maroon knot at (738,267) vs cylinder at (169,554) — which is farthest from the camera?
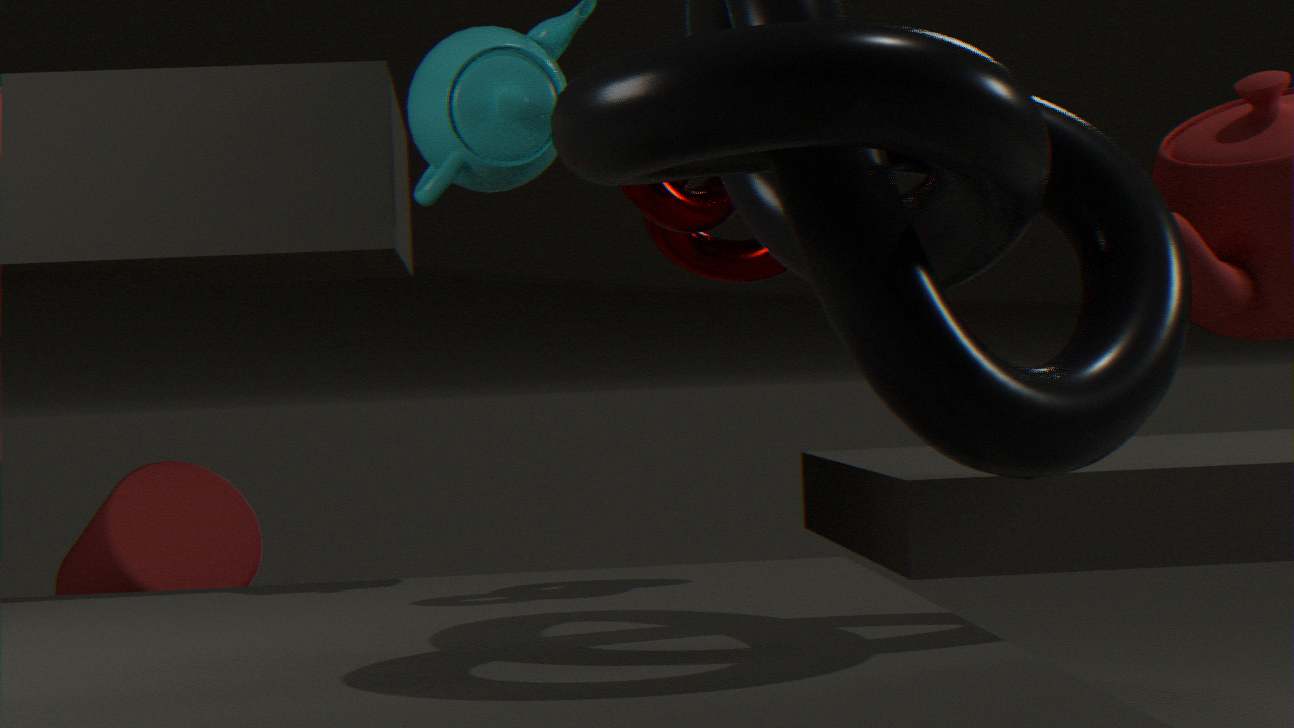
cylinder at (169,554)
